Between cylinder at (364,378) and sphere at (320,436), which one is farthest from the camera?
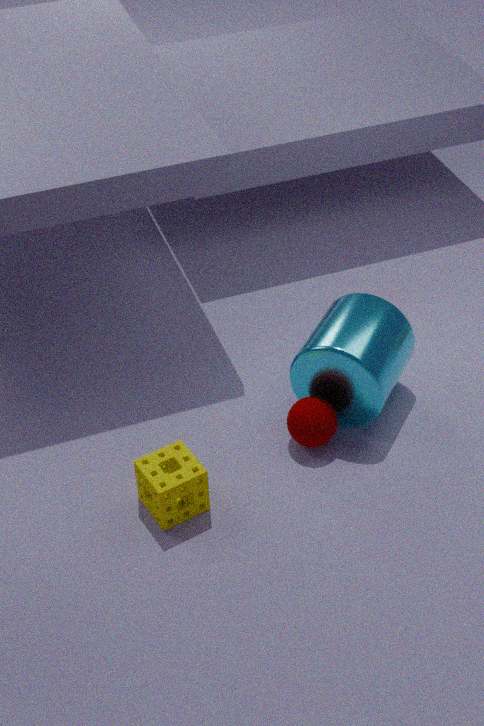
sphere at (320,436)
